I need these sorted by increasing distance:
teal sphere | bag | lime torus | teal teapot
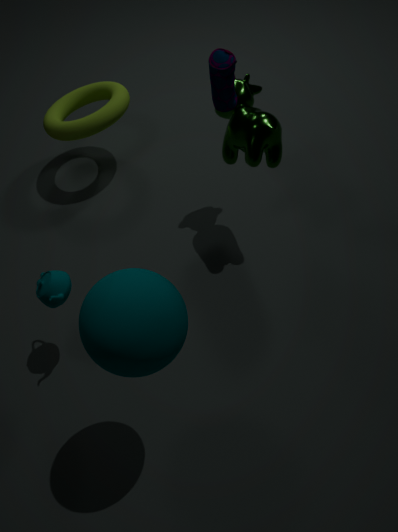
teal sphere
bag
teal teapot
lime torus
